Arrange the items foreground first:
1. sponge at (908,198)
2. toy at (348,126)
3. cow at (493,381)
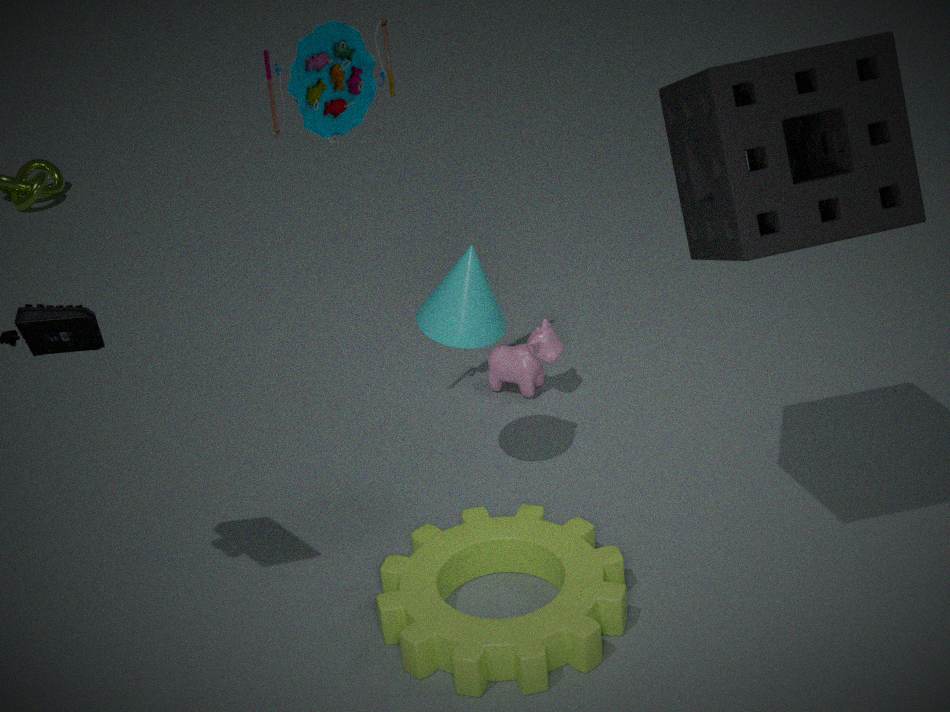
sponge at (908,198) < toy at (348,126) < cow at (493,381)
